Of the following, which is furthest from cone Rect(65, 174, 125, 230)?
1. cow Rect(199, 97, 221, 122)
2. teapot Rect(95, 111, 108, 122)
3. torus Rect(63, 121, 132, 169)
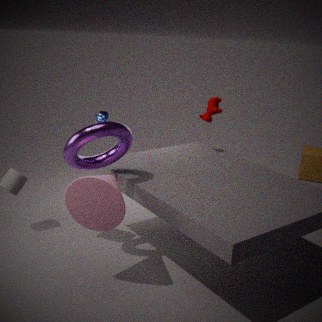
teapot Rect(95, 111, 108, 122)
